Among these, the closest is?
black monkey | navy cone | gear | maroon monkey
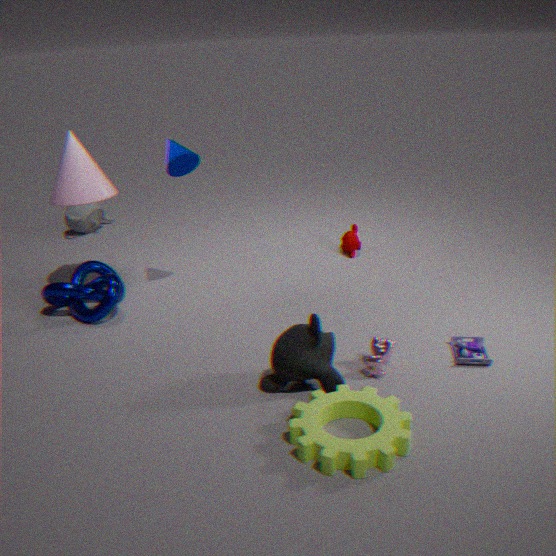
gear
